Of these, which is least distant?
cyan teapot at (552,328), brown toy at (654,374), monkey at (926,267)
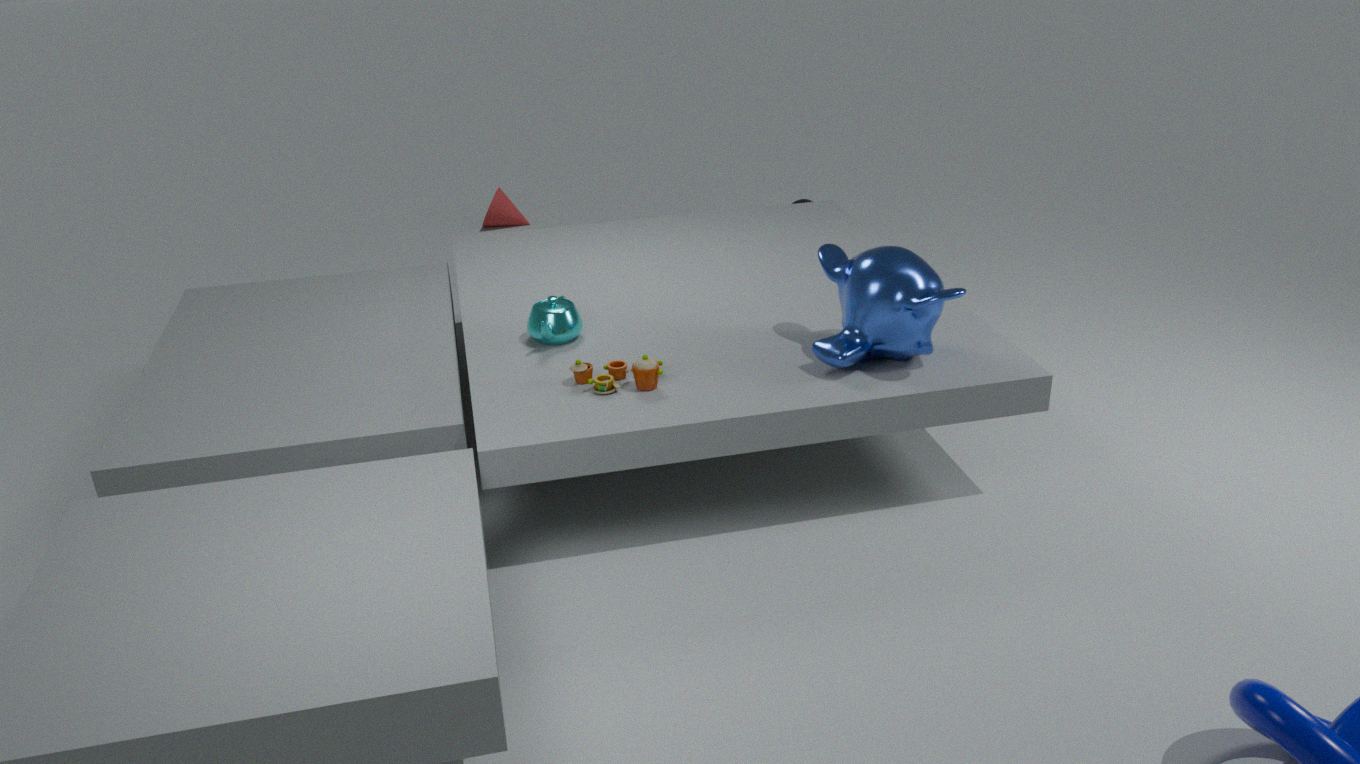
monkey at (926,267)
